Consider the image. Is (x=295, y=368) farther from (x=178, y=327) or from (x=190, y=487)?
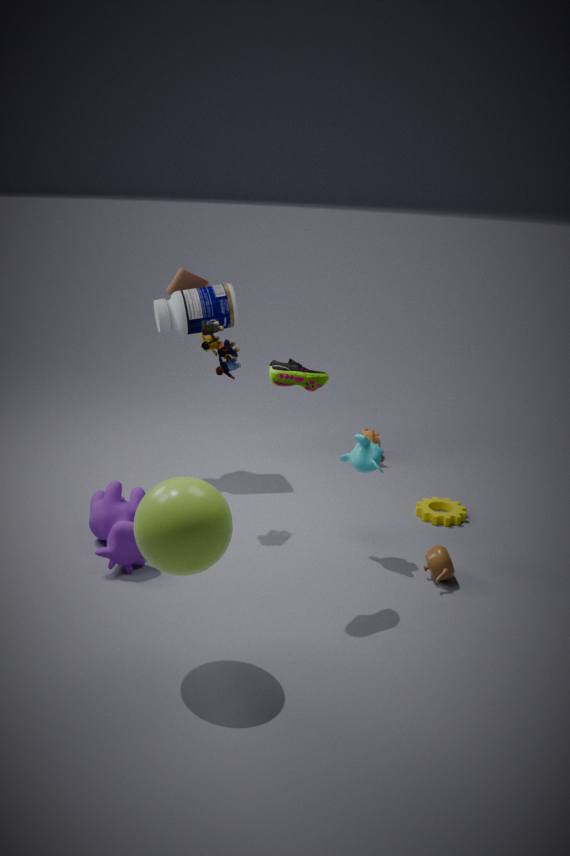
(x=178, y=327)
